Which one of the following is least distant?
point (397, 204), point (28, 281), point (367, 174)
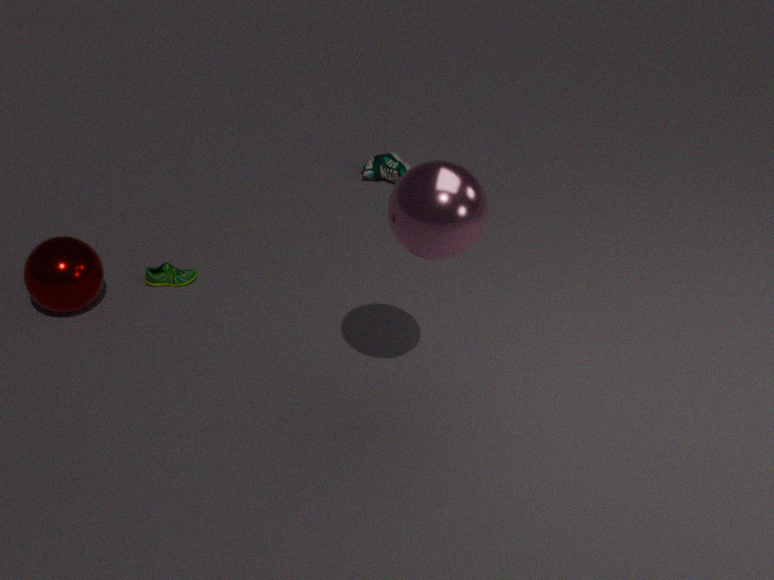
point (397, 204)
